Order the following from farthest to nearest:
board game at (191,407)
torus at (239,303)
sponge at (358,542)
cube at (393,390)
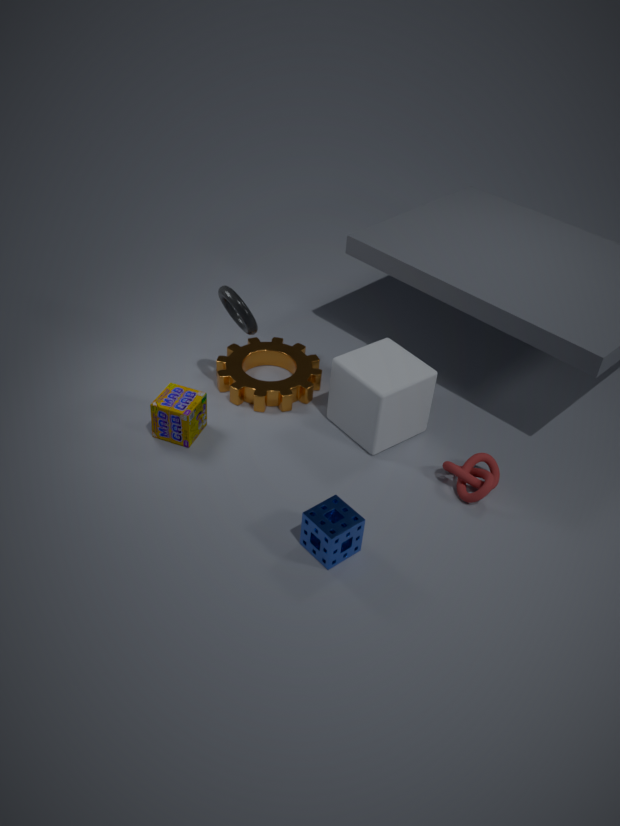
board game at (191,407)
cube at (393,390)
torus at (239,303)
sponge at (358,542)
